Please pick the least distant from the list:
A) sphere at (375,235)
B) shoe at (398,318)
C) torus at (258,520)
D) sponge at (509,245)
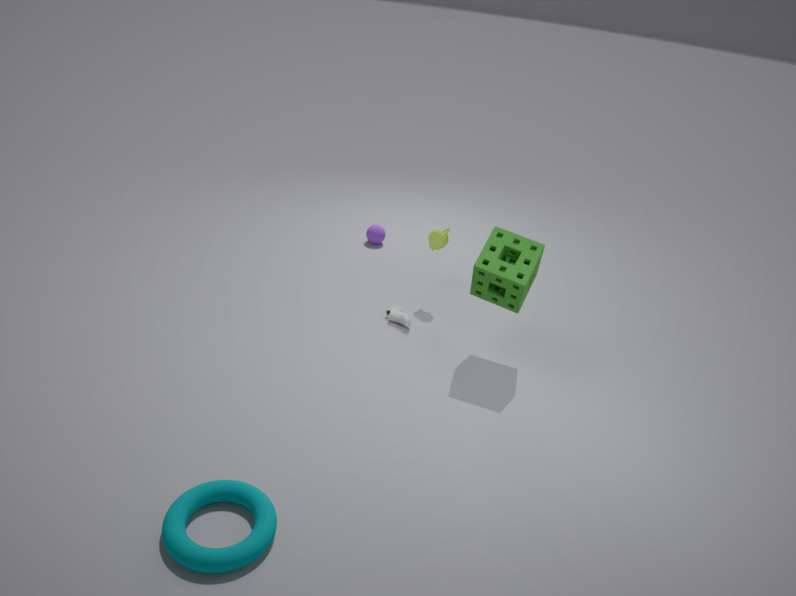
torus at (258,520)
